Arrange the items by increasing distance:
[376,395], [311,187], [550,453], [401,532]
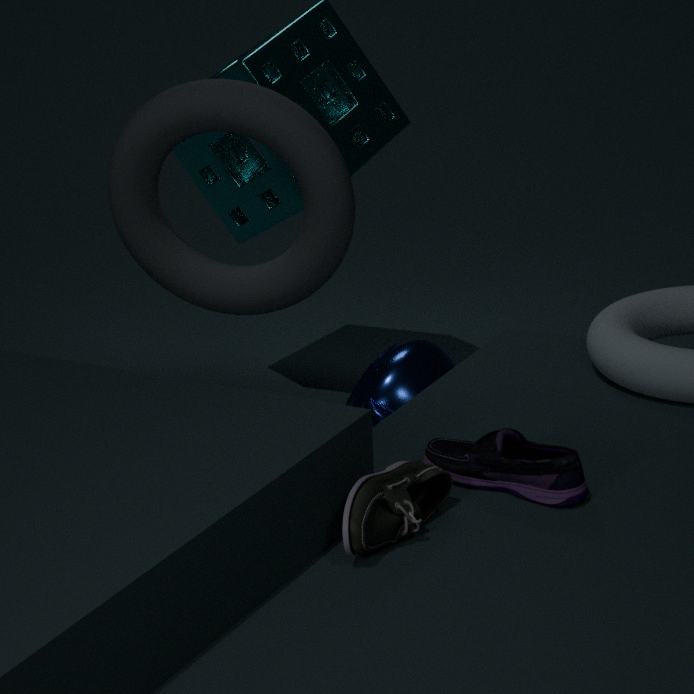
[401,532]
[550,453]
[311,187]
[376,395]
